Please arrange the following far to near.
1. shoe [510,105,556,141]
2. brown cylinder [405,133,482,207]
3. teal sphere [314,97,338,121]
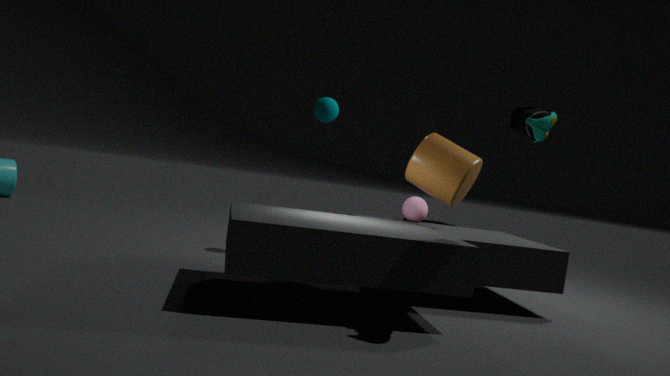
teal sphere [314,97,338,121] → brown cylinder [405,133,482,207] → shoe [510,105,556,141]
